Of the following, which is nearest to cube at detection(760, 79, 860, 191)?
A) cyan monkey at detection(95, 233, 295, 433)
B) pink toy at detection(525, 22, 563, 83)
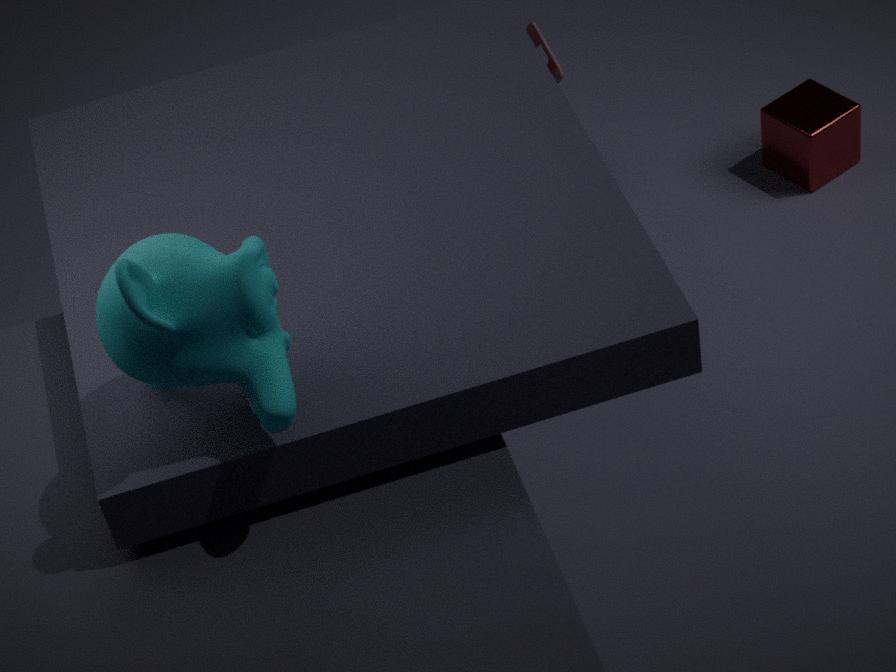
pink toy at detection(525, 22, 563, 83)
